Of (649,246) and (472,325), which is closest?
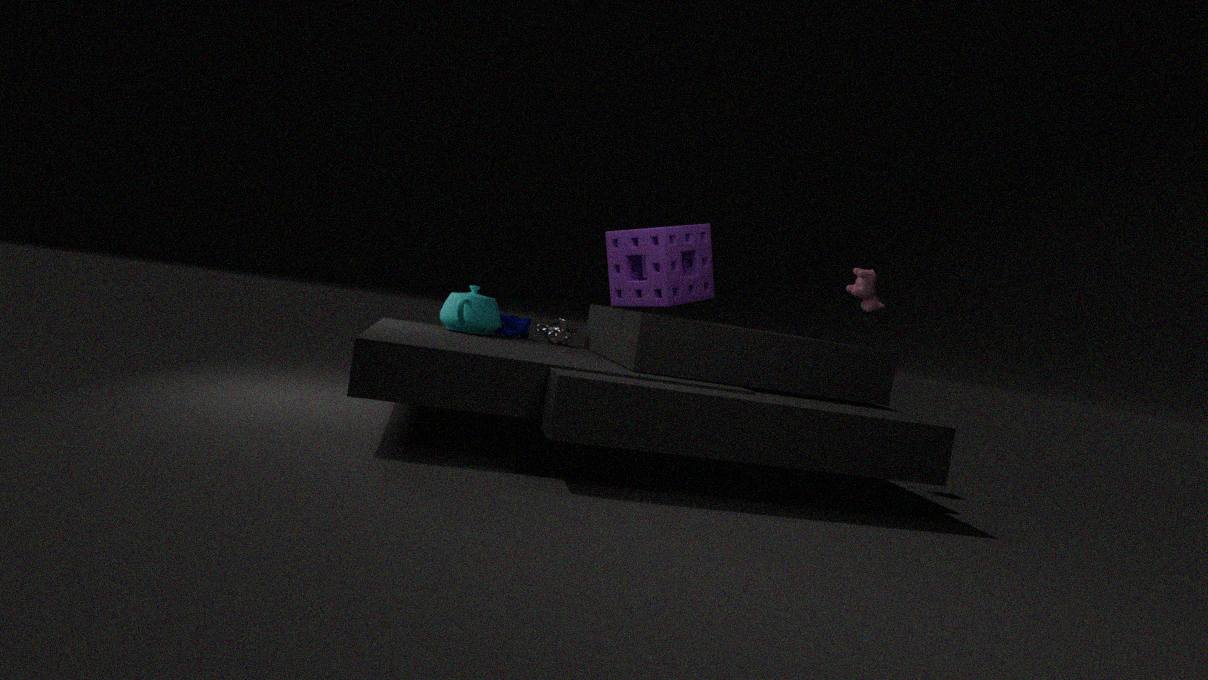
(649,246)
